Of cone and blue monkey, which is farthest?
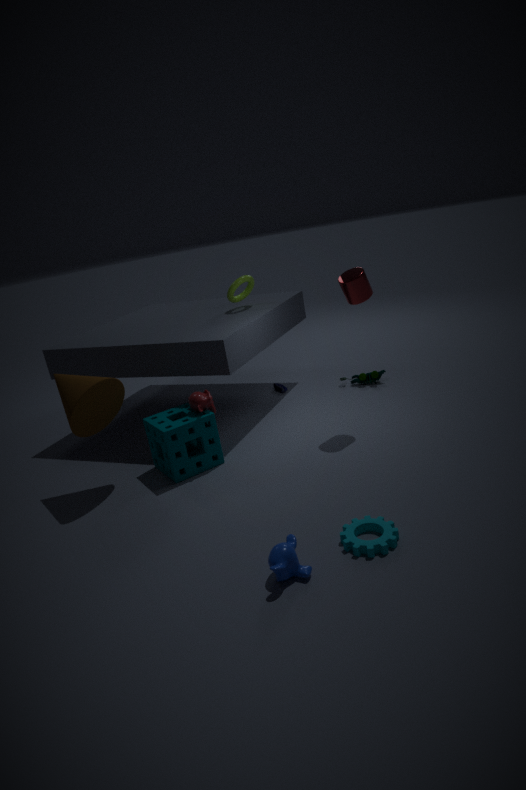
cone
